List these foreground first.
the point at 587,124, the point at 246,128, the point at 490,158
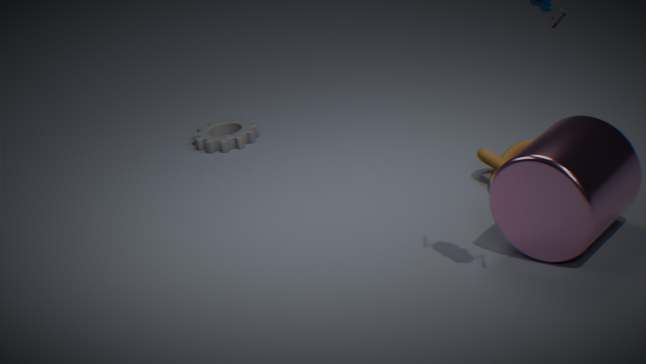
the point at 587,124
the point at 490,158
the point at 246,128
